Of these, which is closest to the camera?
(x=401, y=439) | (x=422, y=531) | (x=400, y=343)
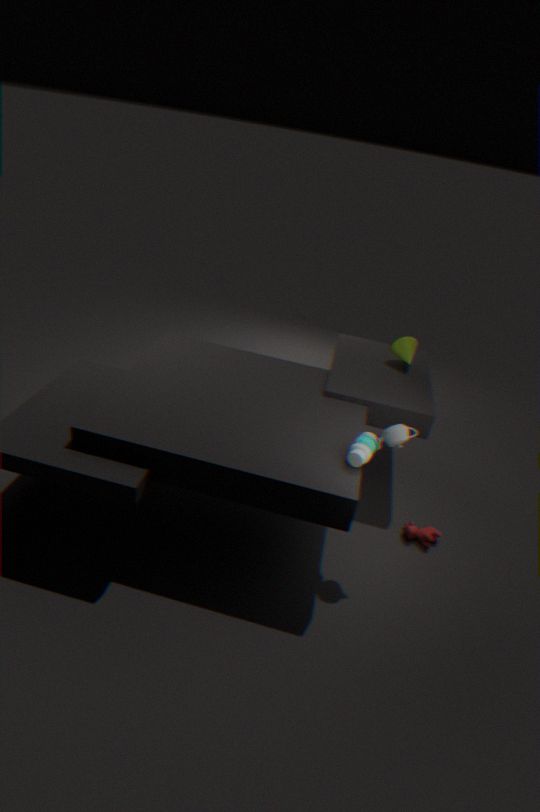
(x=401, y=439)
